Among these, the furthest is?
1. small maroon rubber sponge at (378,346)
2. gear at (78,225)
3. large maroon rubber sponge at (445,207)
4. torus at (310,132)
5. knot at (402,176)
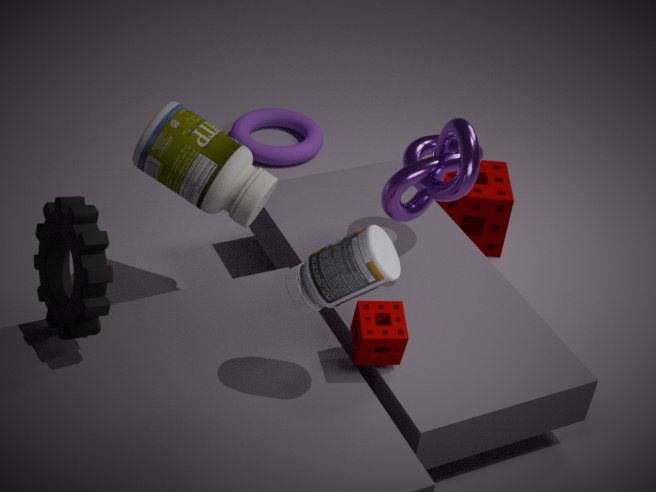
torus at (310,132)
